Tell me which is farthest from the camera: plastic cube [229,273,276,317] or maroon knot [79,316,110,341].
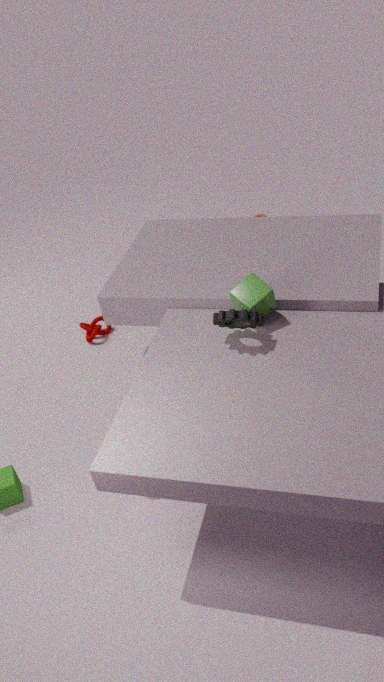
maroon knot [79,316,110,341]
